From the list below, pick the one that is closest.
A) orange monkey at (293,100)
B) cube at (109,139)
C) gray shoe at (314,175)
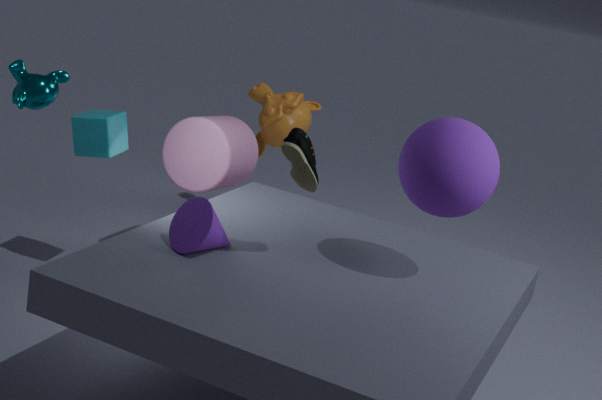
gray shoe at (314,175)
